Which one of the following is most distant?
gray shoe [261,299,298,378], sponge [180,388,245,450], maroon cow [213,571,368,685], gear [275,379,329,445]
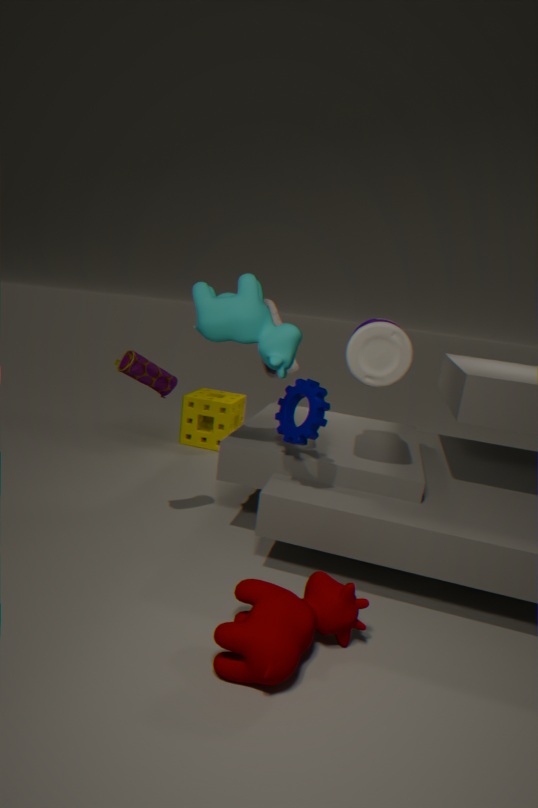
sponge [180,388,245,450]
